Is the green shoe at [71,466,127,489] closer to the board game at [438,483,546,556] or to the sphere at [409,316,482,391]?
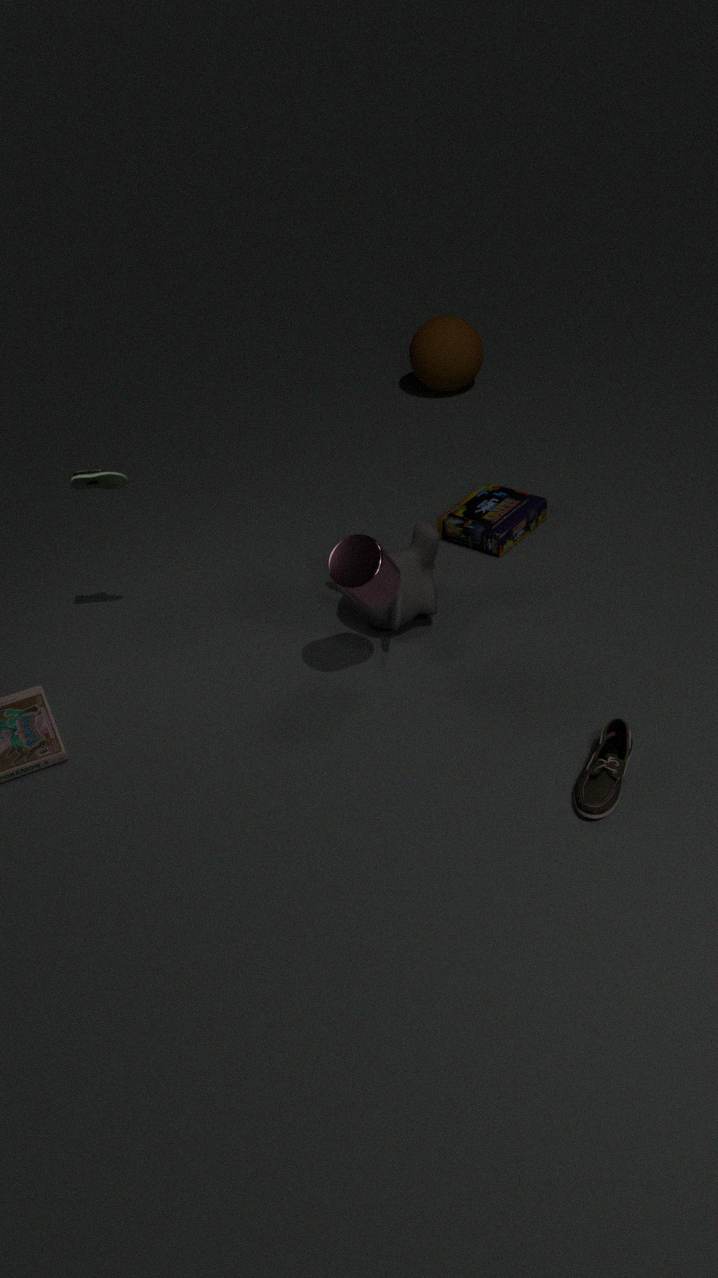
the board game at [438,483,546,556]
